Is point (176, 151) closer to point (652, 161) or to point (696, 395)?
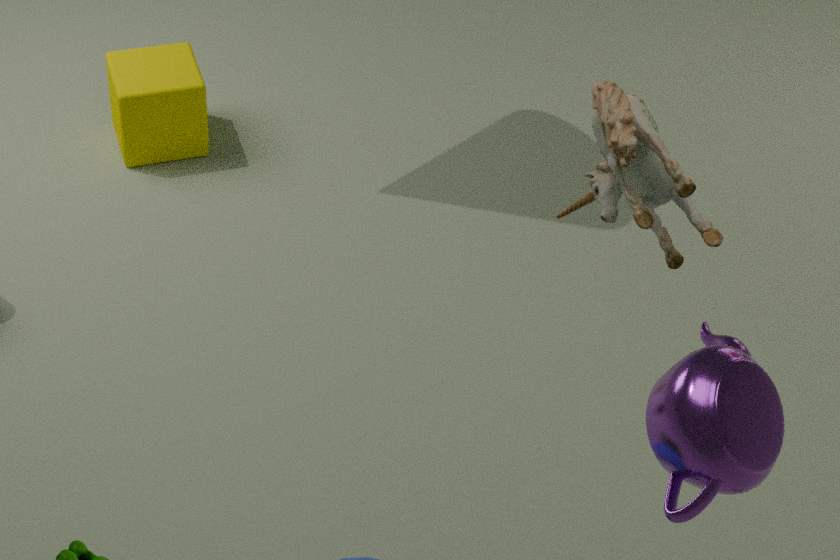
point (652, 161)
